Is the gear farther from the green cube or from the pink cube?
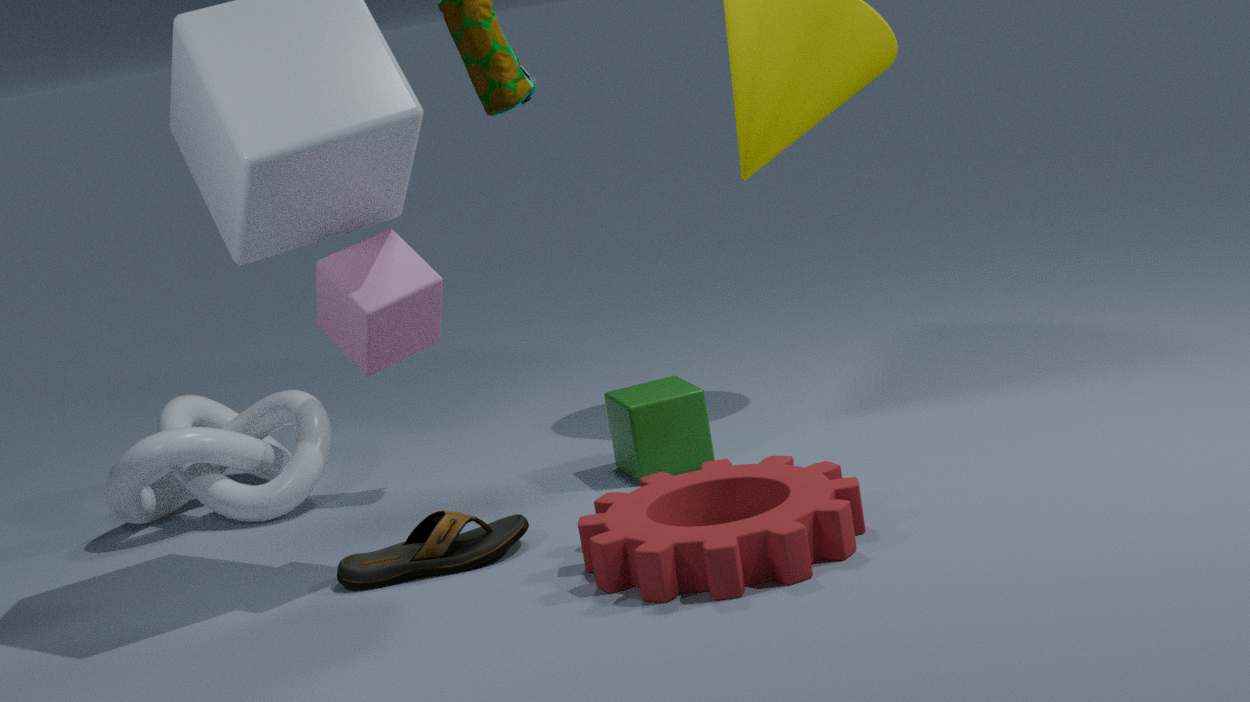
the pink cube
